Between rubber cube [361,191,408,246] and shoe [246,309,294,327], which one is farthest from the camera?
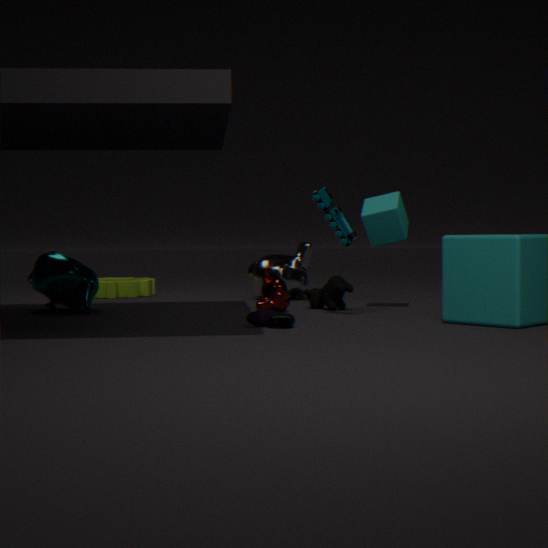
rubber cube [361,191,408,246]
